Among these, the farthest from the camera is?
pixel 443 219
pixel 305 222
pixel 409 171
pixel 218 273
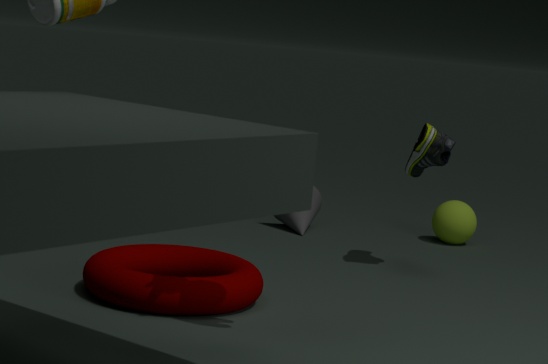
pixel 443 219
